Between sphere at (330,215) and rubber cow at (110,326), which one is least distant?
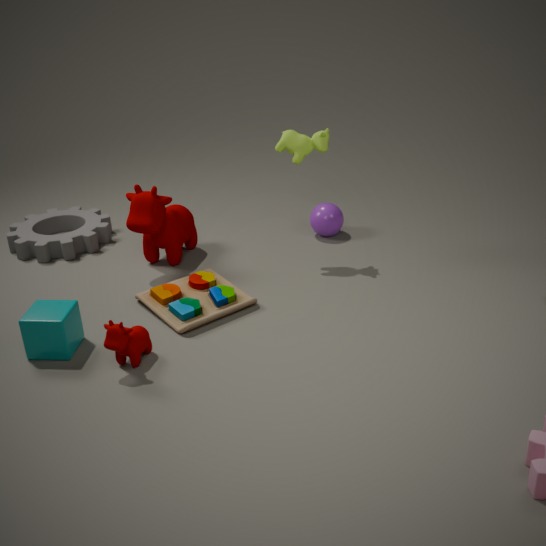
rubber cow at (110,326)
